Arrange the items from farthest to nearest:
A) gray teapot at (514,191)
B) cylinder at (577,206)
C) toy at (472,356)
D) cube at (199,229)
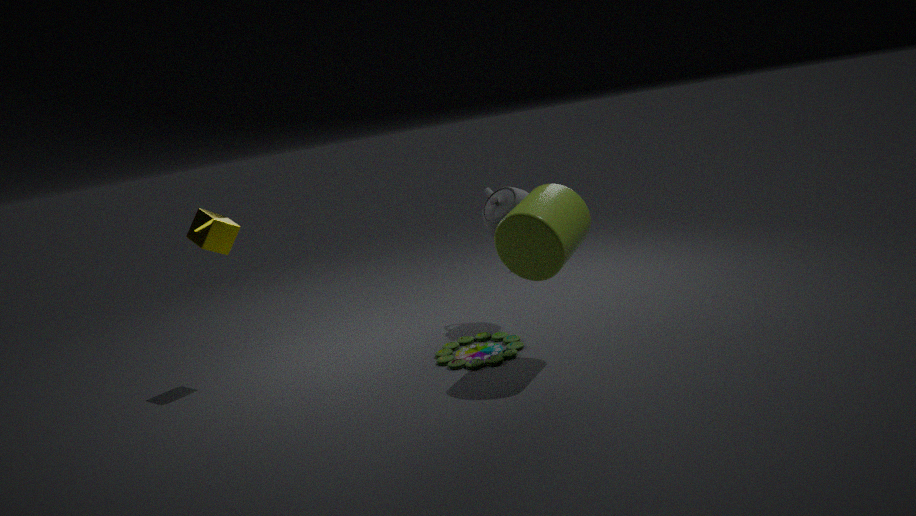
1. gray teapot at (514,191)
2. cube at (199,229)
3. toy at (472,356)
4. cylinder at (577,206)
